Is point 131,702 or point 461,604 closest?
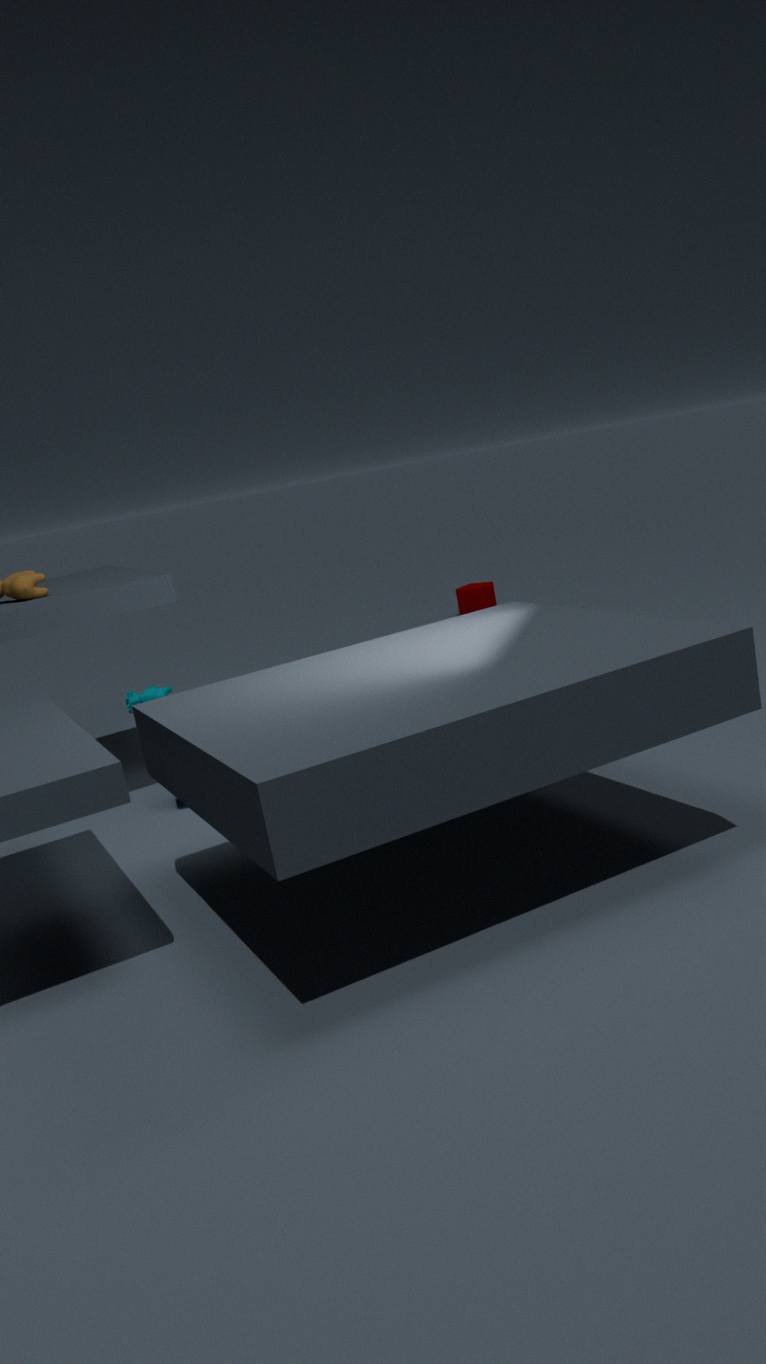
point 131,702
